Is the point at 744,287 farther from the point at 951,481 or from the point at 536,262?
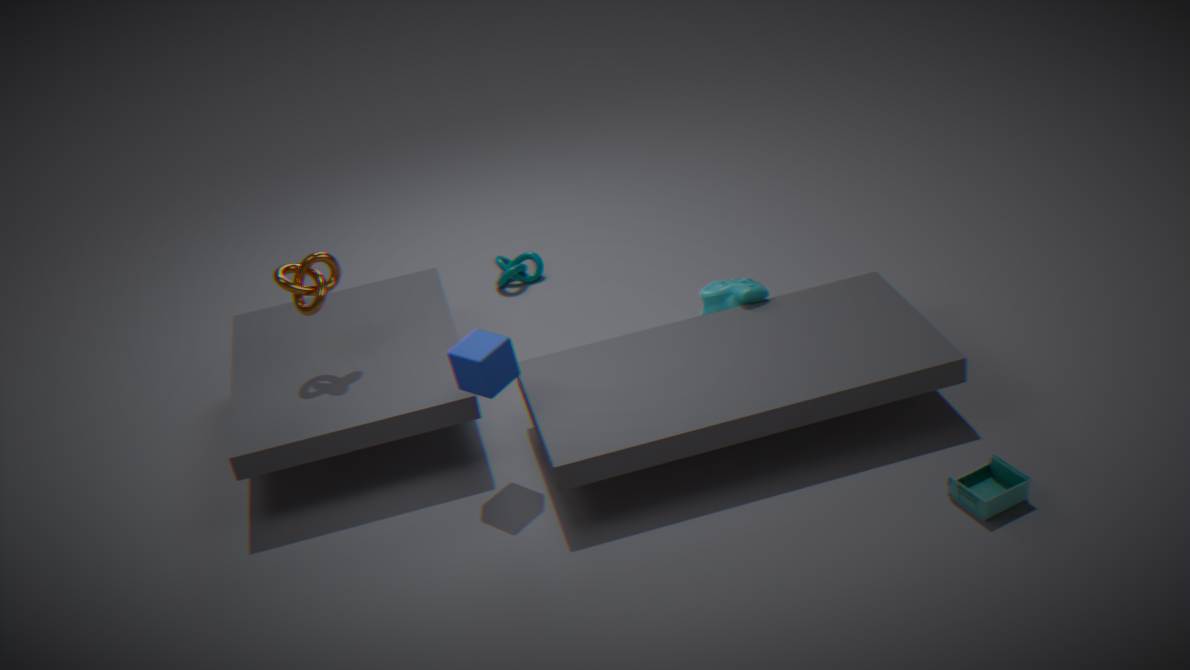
the point at 951,481
